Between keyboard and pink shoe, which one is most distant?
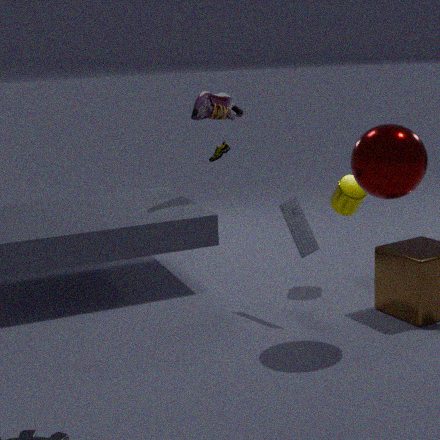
pink shoe
